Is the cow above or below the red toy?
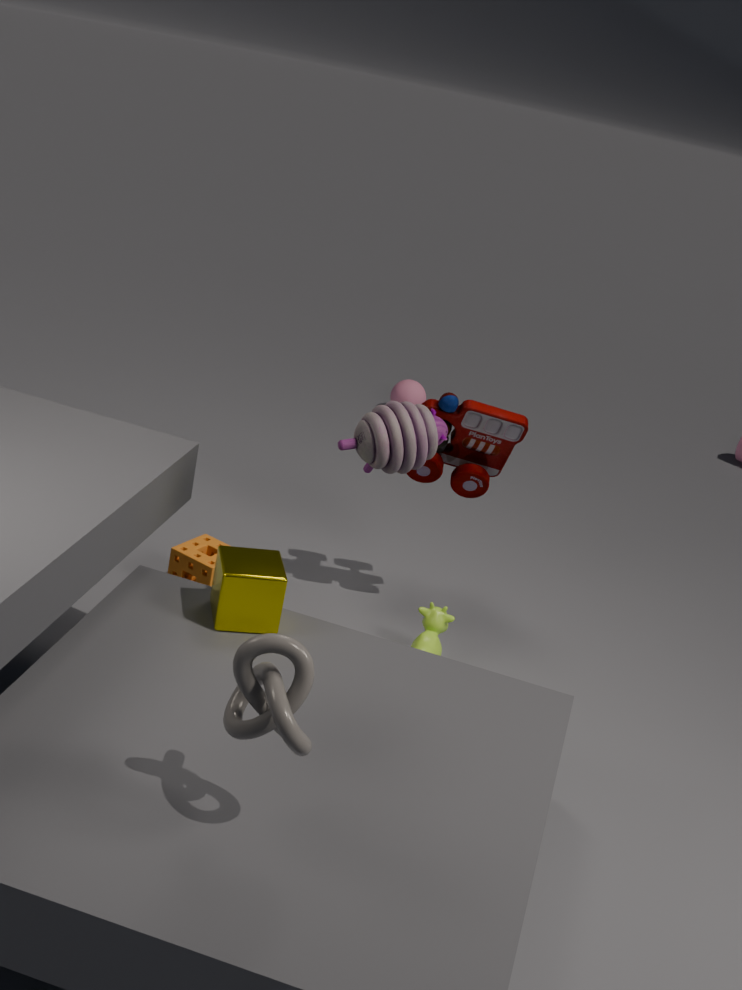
→ below
